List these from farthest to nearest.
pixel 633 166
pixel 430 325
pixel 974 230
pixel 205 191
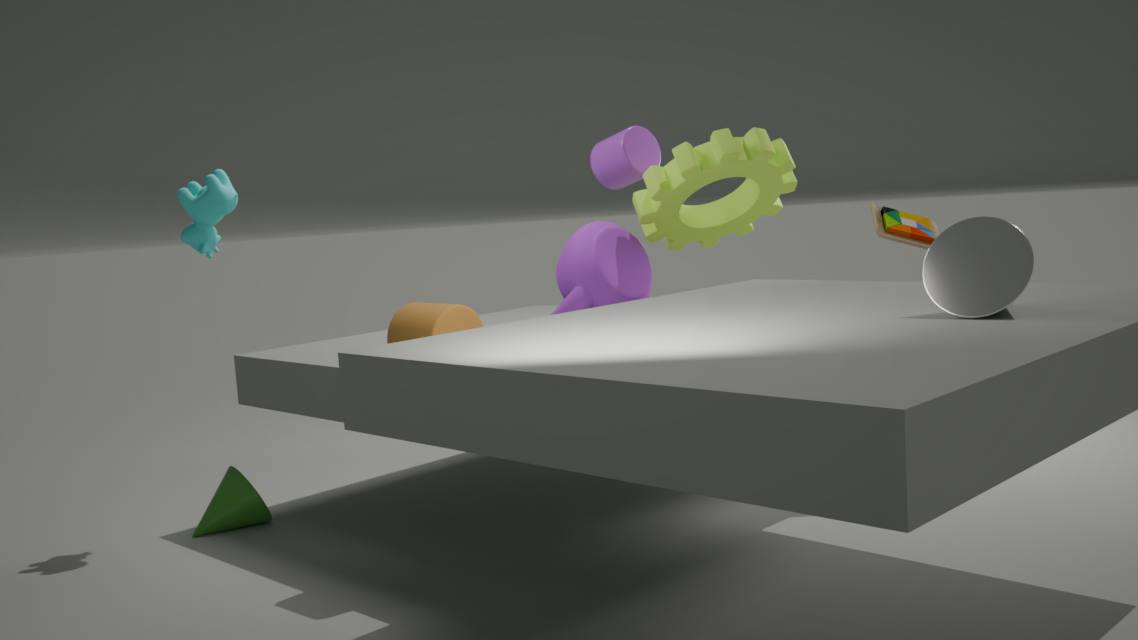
pixel 633 166
pixel 205 191
pixel 430 325
pixel 974 230
